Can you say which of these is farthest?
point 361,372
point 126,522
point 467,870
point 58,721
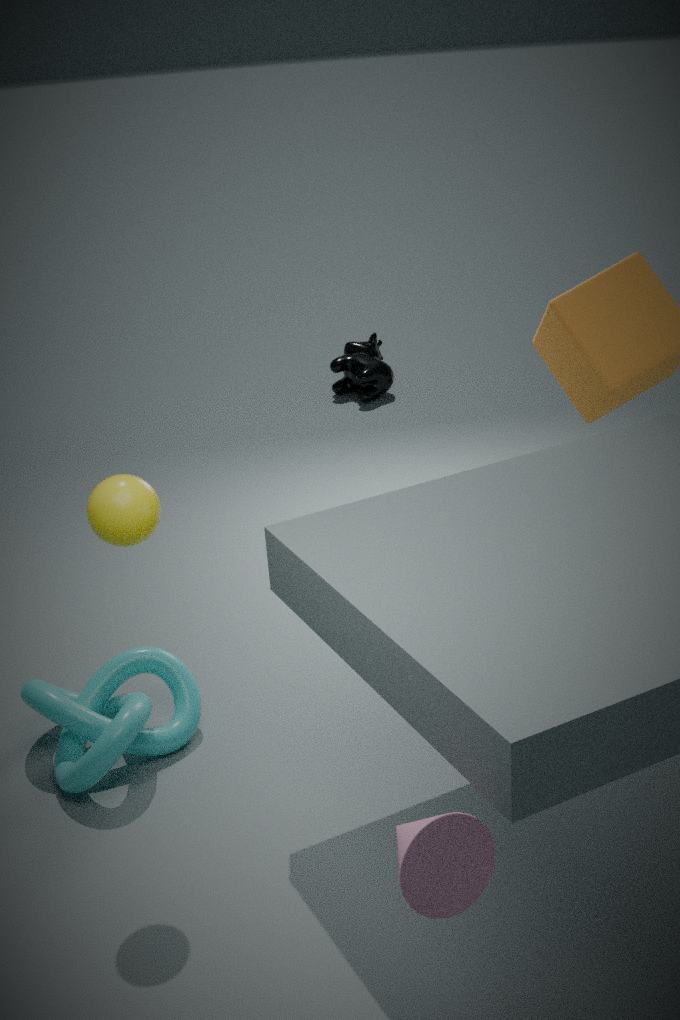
point 361,372
